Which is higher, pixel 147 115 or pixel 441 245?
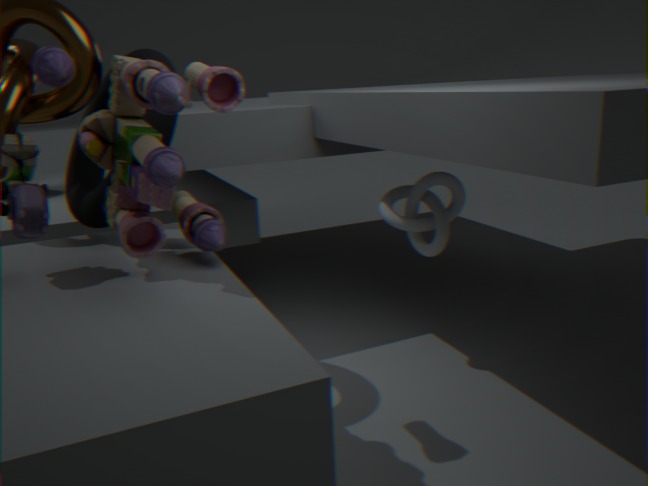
pixel 147 115
